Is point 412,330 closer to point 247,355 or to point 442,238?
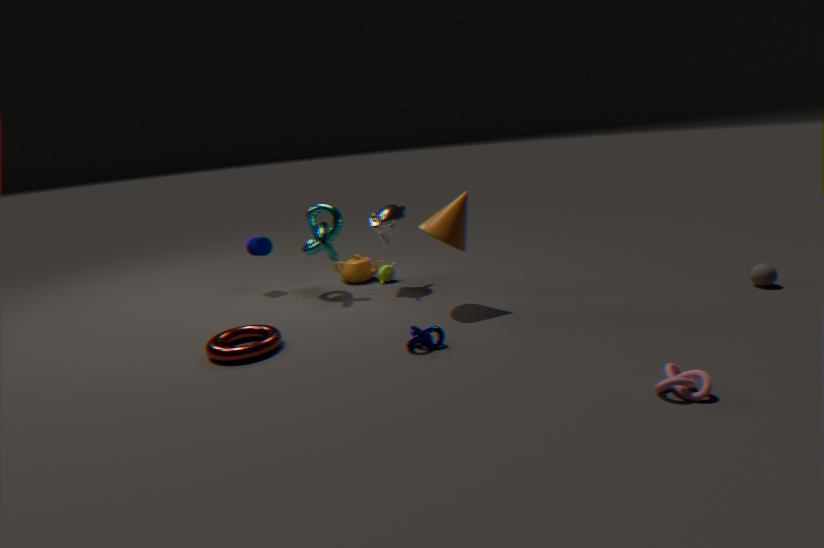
point 442,238
